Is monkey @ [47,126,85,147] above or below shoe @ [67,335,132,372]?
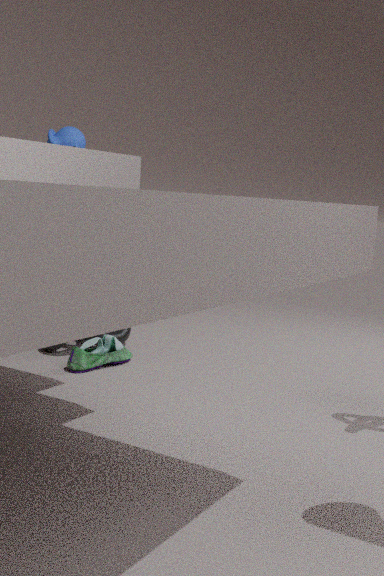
above
